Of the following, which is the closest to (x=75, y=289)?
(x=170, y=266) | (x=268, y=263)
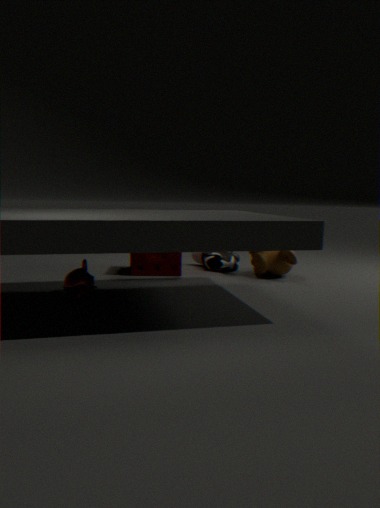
(x=170, y=266)
